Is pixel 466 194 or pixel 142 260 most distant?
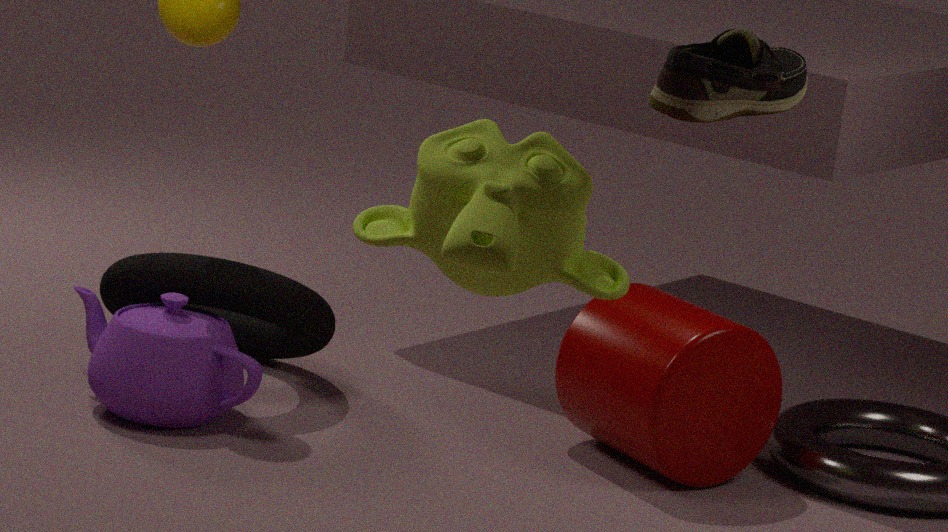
pixel 142 260
